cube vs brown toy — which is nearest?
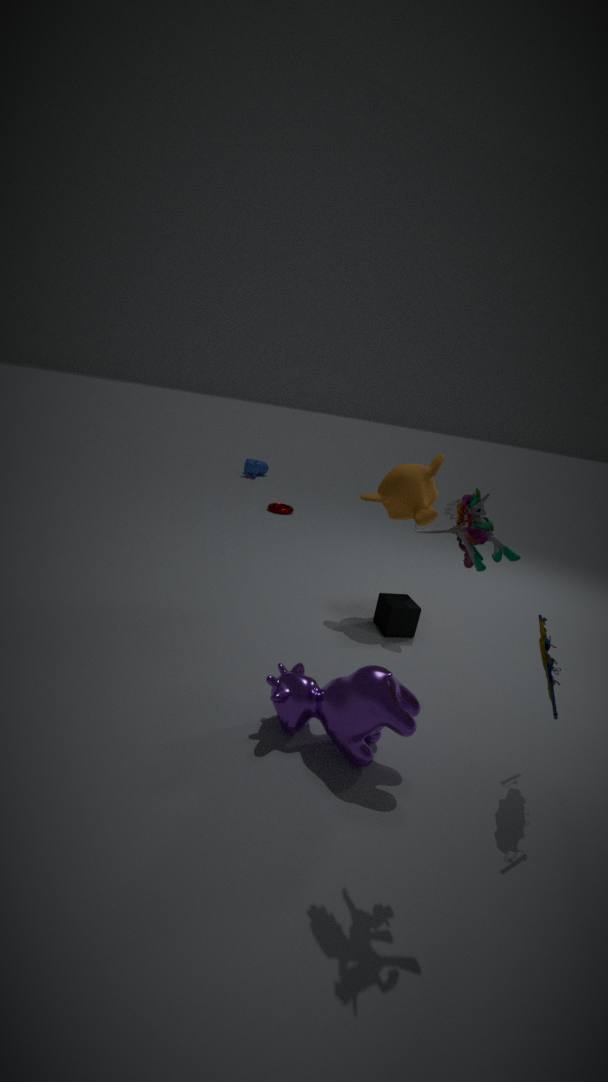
brown toy
